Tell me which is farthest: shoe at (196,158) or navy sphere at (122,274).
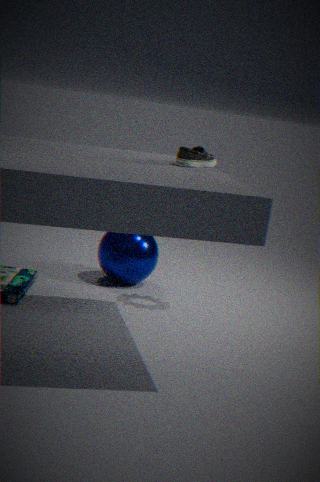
navy sphere at (122,274)
